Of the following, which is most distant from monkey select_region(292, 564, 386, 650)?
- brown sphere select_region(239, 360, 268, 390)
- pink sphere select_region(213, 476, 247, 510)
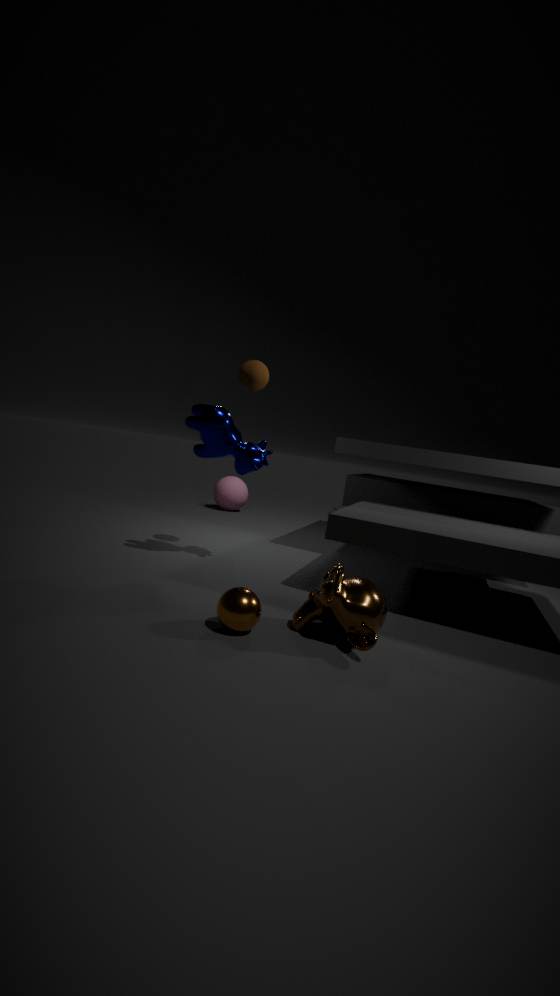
pink sphere select_region(213, 476, 247, 510)
